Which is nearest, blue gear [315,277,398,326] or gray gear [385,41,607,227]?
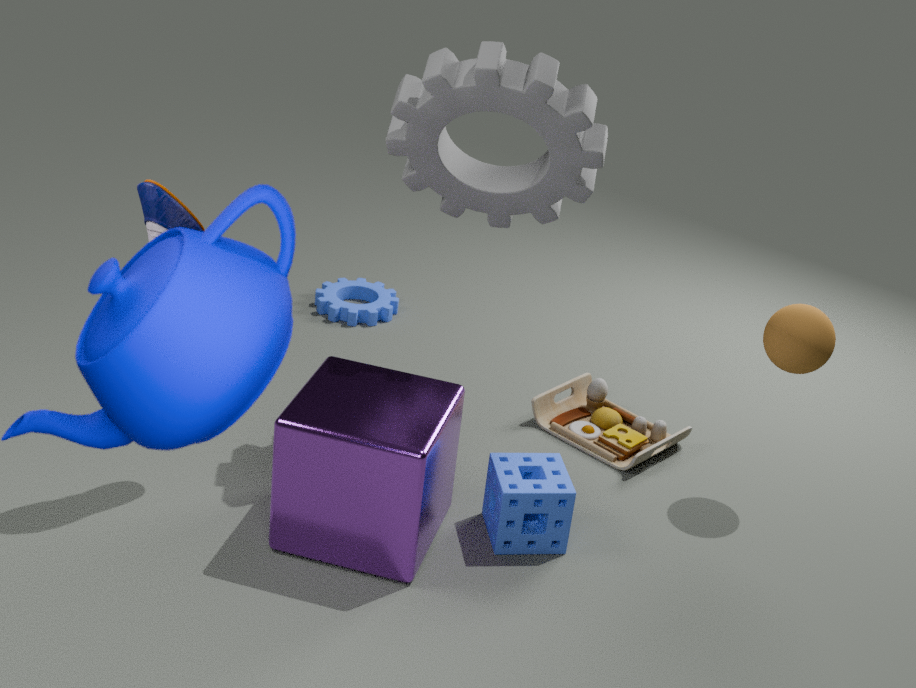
gray gear [385,41,607,227]
